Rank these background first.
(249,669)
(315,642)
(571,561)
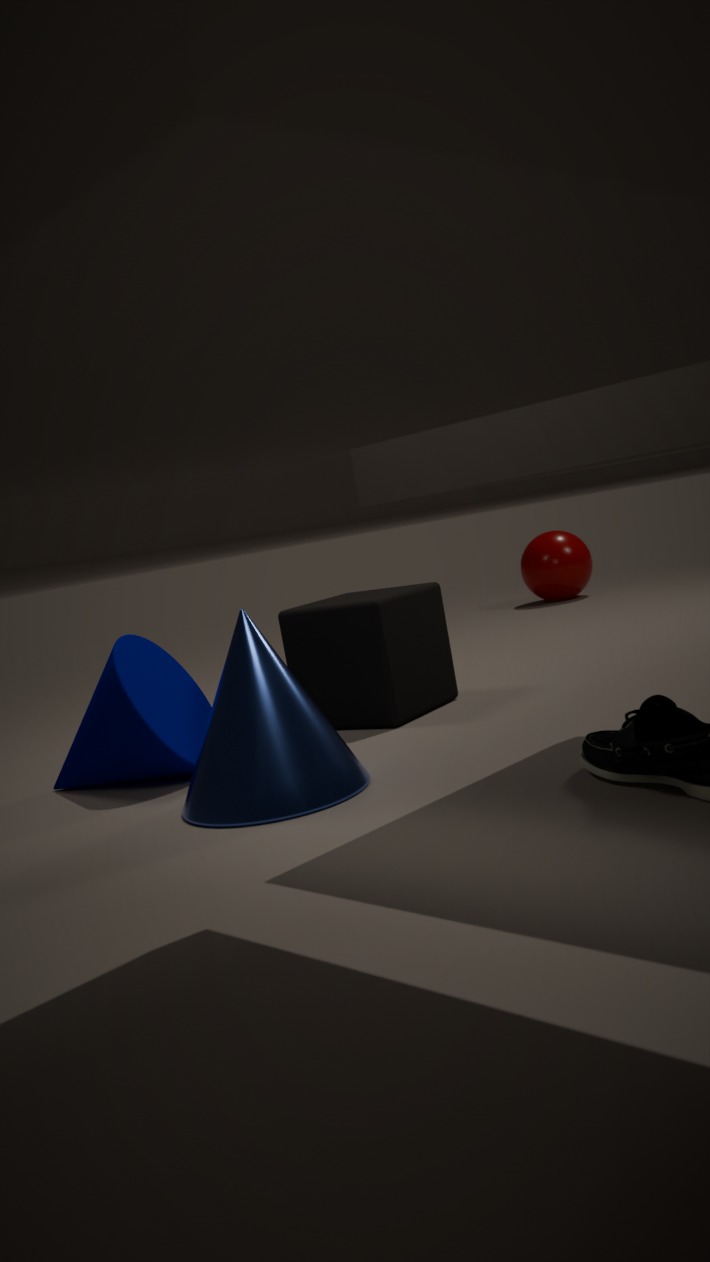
(571,561) → (315,642) → (249,669)
